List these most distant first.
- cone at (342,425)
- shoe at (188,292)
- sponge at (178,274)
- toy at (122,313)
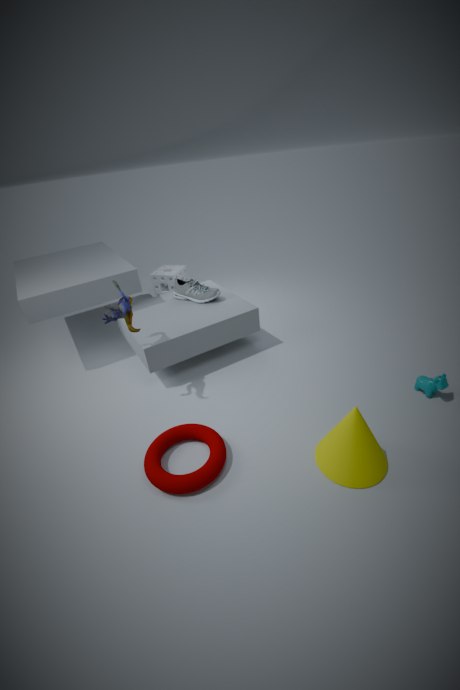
1. sponge at (178,274)
2. shoe at (188,292)
3. toy at (122,313)
4. cone at (342,425)
